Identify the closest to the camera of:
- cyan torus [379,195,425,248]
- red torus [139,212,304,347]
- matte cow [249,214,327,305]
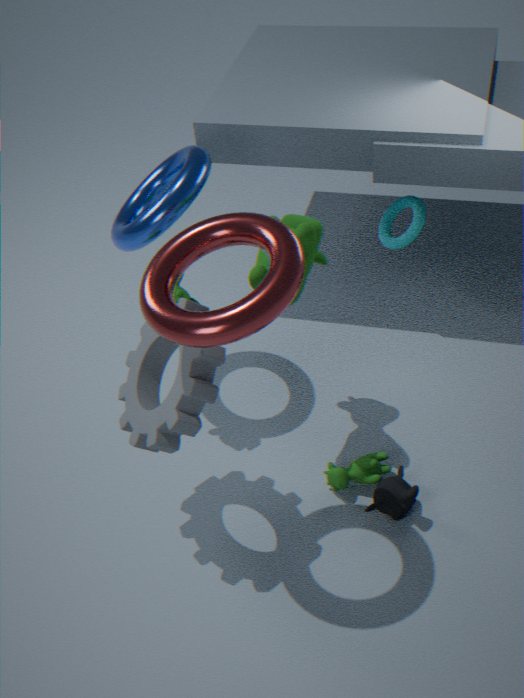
red torus [139,212,304,347]
